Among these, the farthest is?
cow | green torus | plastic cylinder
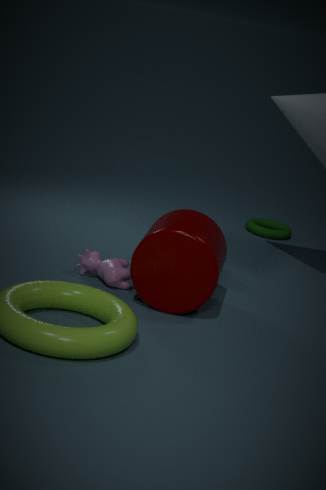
green torus
